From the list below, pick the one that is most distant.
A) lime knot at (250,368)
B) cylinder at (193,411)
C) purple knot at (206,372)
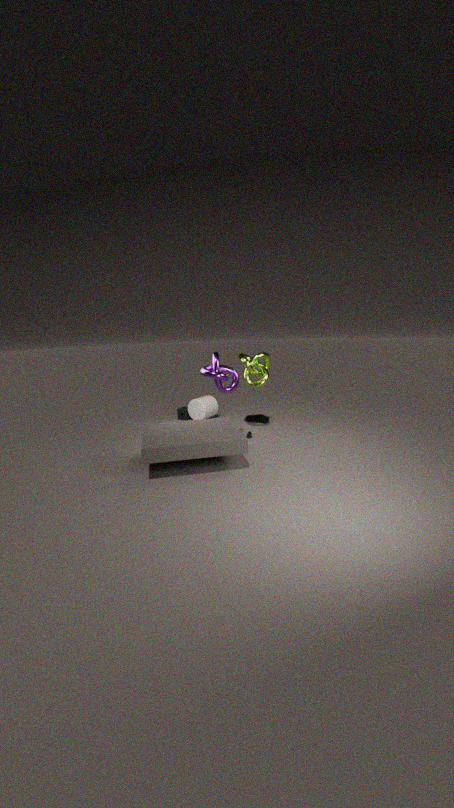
cylinder at (193,411)
